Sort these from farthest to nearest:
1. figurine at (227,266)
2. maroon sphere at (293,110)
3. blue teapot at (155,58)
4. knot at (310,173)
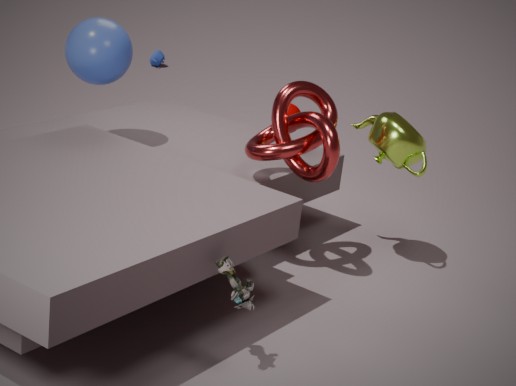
blue teapot at (155,58), maroon sphere at (293,110), knot at (310,173), figurine at (227,266)
